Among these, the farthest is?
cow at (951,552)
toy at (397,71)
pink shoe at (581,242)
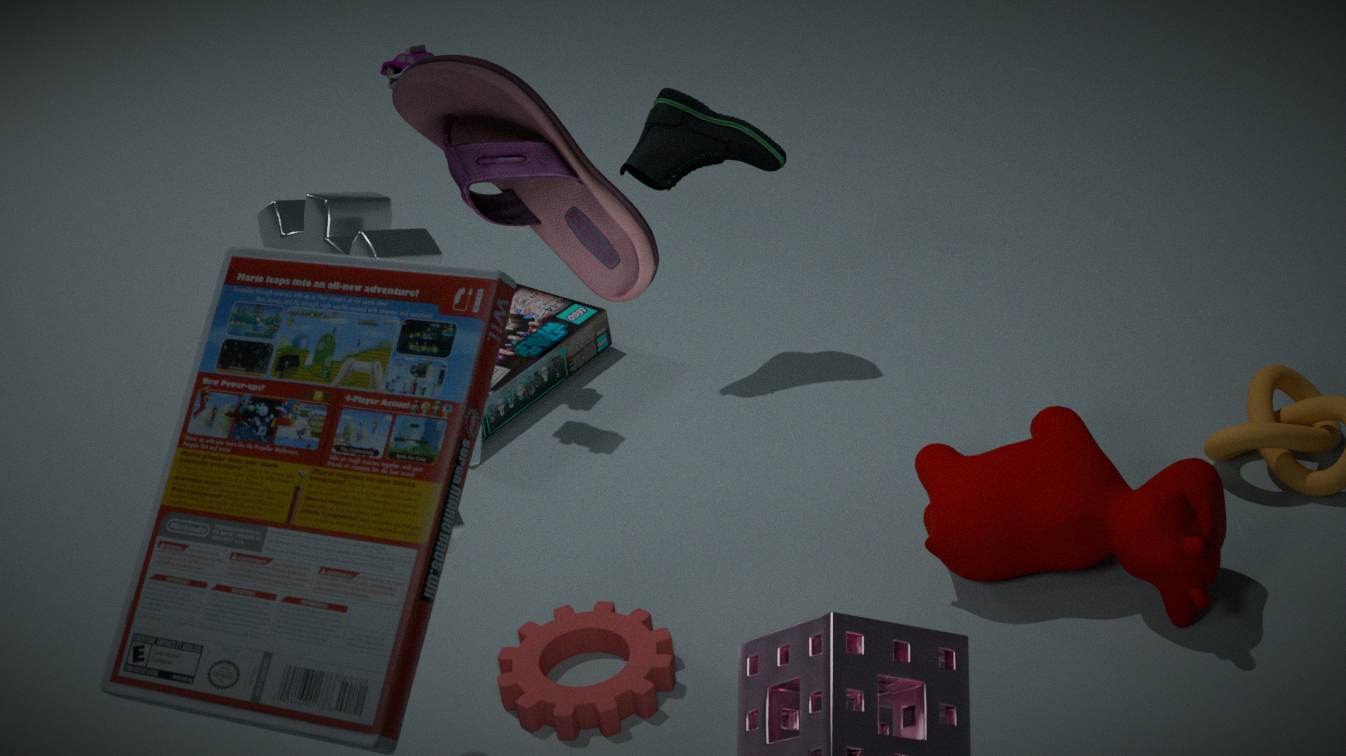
toy at (397,71)
